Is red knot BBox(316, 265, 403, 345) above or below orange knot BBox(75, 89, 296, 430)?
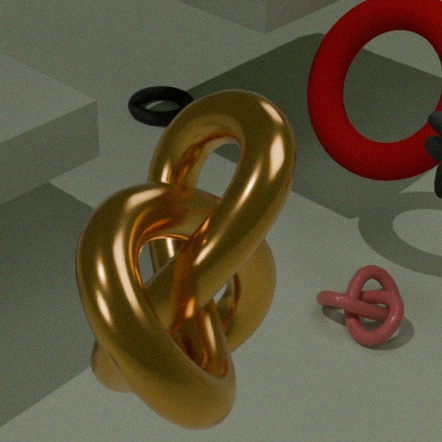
below
